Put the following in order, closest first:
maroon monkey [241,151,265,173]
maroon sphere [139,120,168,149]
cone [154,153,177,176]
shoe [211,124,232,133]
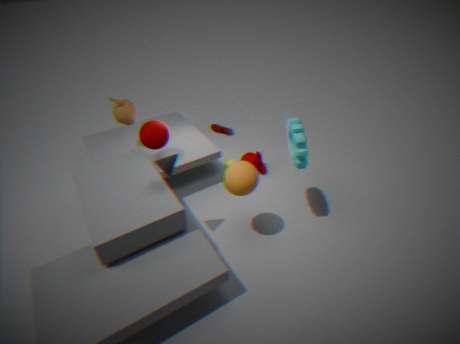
1. cone [154,153,177,176]
2. maroon sphere [139,120,168,149]
3. maroon monkey [241,151,265,173]
4. shoe [211,124,232,133]
